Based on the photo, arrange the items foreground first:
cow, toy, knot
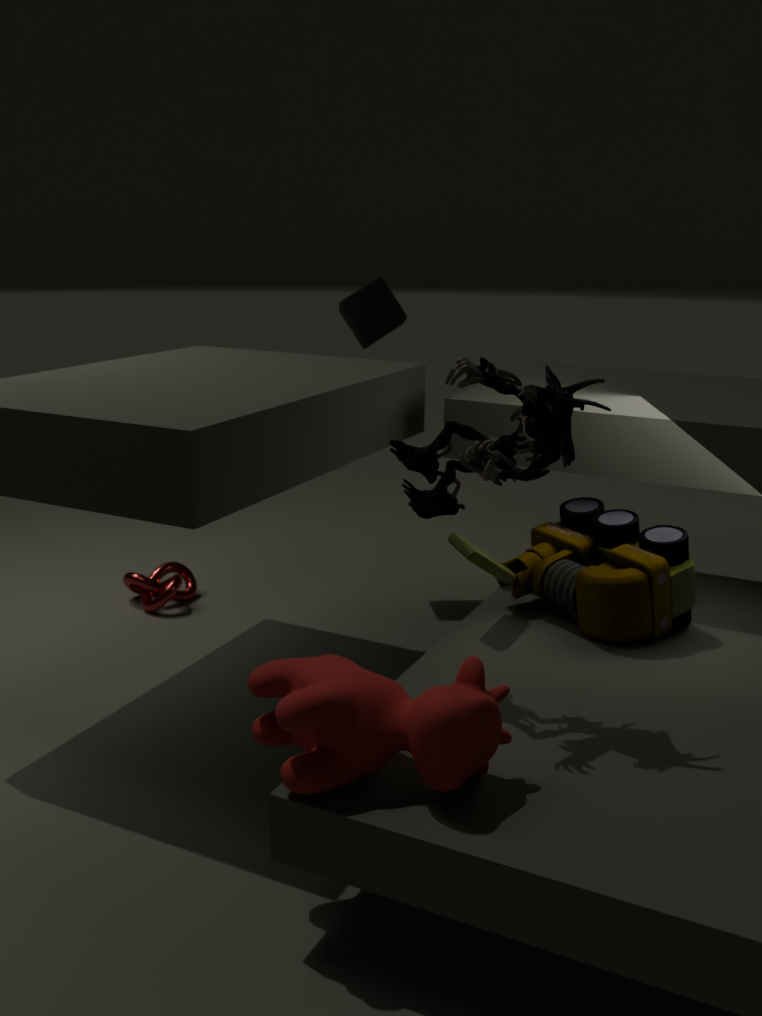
cow, toy, knot
